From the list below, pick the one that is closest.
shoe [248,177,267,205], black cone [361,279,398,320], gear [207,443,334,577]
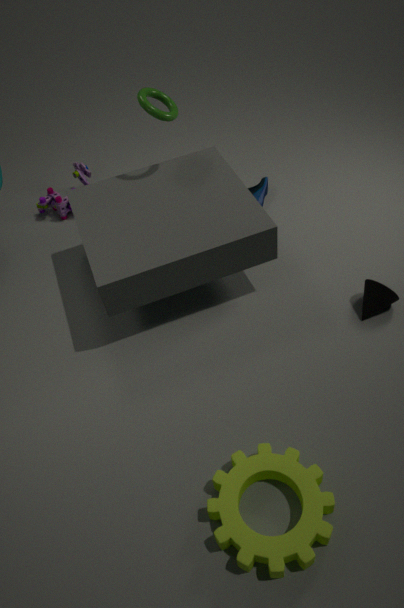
gear [207,443,334,577]
